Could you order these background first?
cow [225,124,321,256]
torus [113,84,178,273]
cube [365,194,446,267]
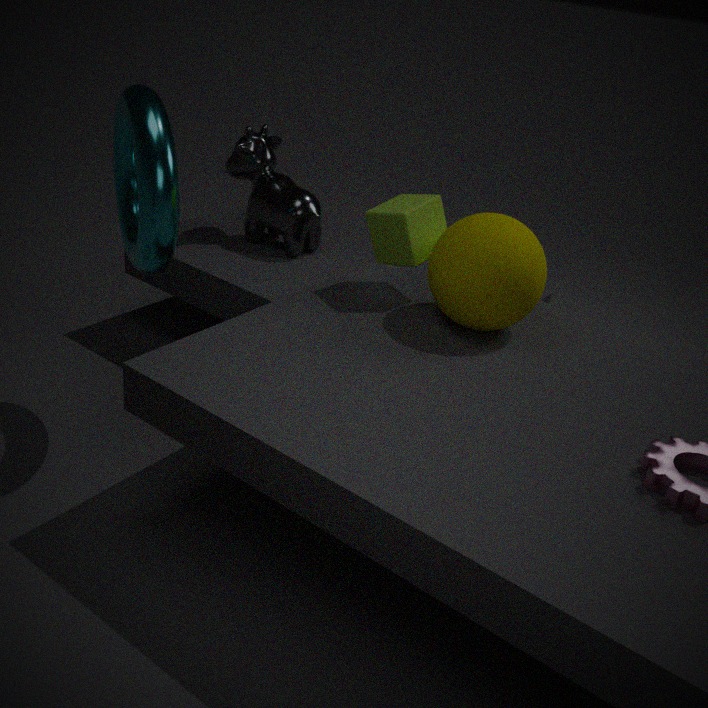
cow [225,124,321,256], cube [365,194,446,267], torus [113,84,178,273]
